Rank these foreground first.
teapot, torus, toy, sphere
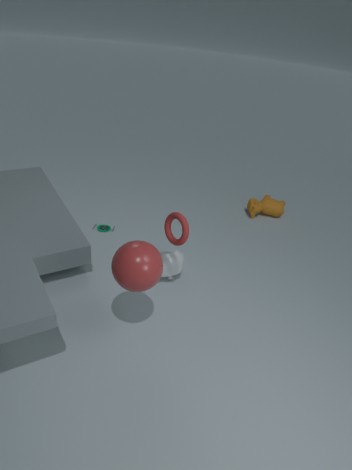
sphere
torus
teapot
toy
